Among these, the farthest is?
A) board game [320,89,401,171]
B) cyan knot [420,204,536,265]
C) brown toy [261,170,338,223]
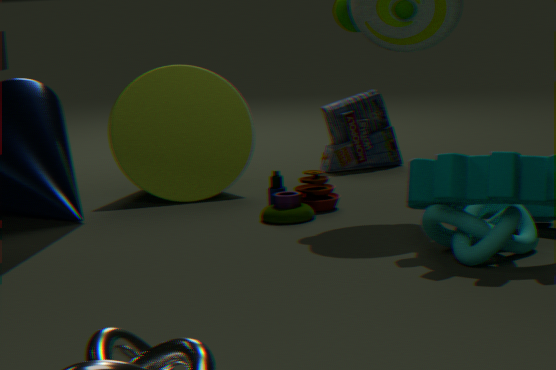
Result: board game [320,89,401,171]
